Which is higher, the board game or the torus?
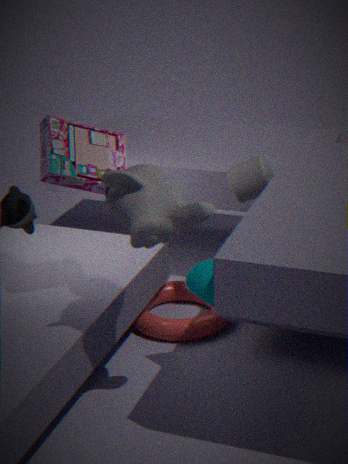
the board game
